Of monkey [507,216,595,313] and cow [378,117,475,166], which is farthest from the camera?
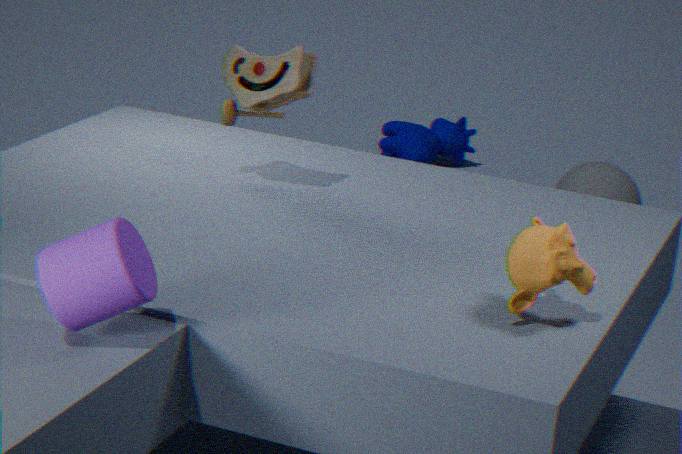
cow [378,117,475,166]
